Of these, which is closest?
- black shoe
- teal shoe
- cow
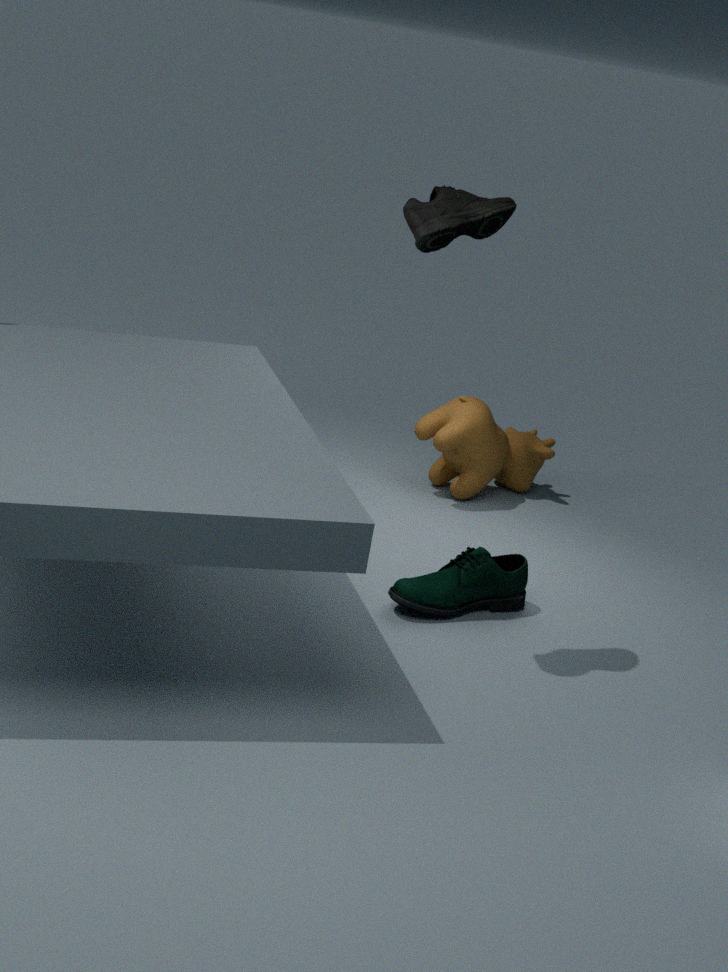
black shoe
